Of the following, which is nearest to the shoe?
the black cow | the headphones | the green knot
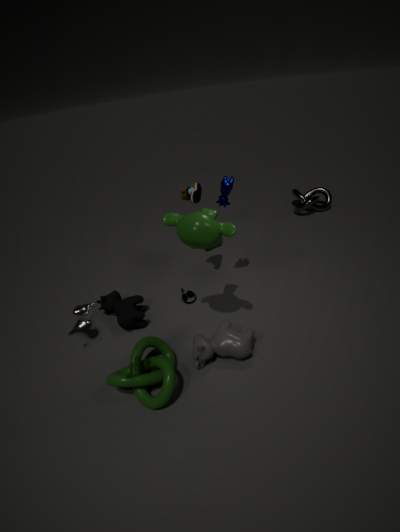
the headphones
